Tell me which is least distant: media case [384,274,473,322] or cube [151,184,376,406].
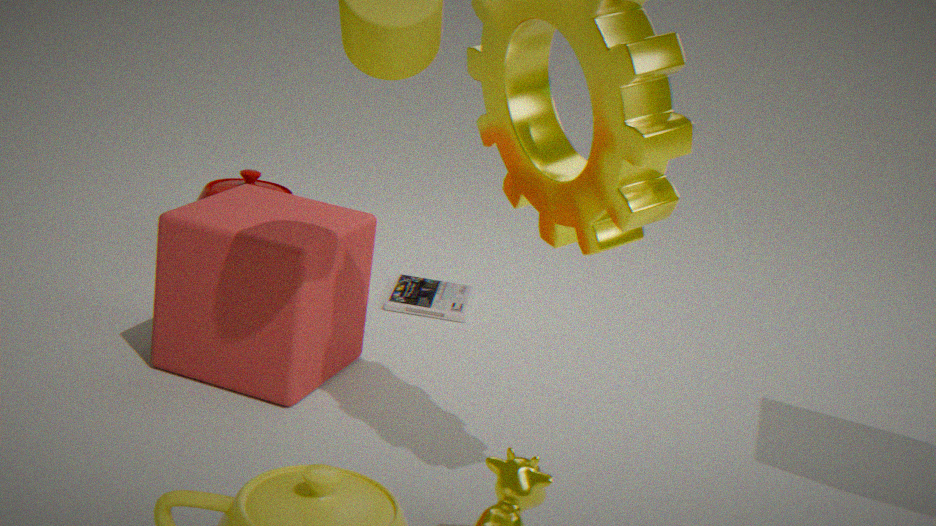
cube [151,184,376,406]
